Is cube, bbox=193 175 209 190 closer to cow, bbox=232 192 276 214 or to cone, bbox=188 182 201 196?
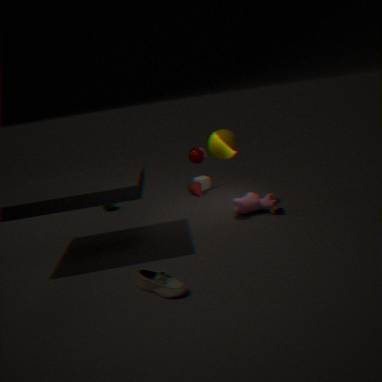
cone, bbox=188 182 201 196
